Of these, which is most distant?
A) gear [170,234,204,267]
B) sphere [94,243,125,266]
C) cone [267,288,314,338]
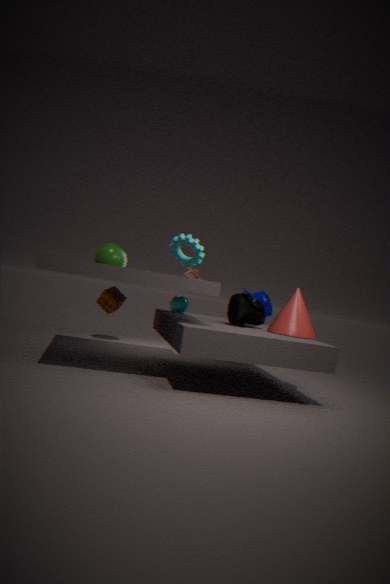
sphere [94,243,125,266]
